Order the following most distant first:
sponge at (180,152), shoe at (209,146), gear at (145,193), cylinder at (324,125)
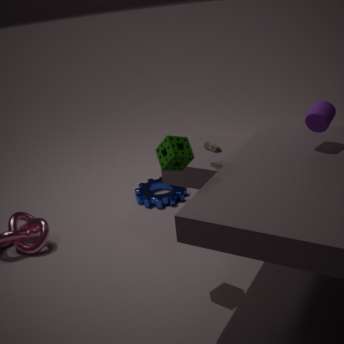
gear at (145,193), shoe at (209,146), cylinder at (324,125), sponge at (180,152)
